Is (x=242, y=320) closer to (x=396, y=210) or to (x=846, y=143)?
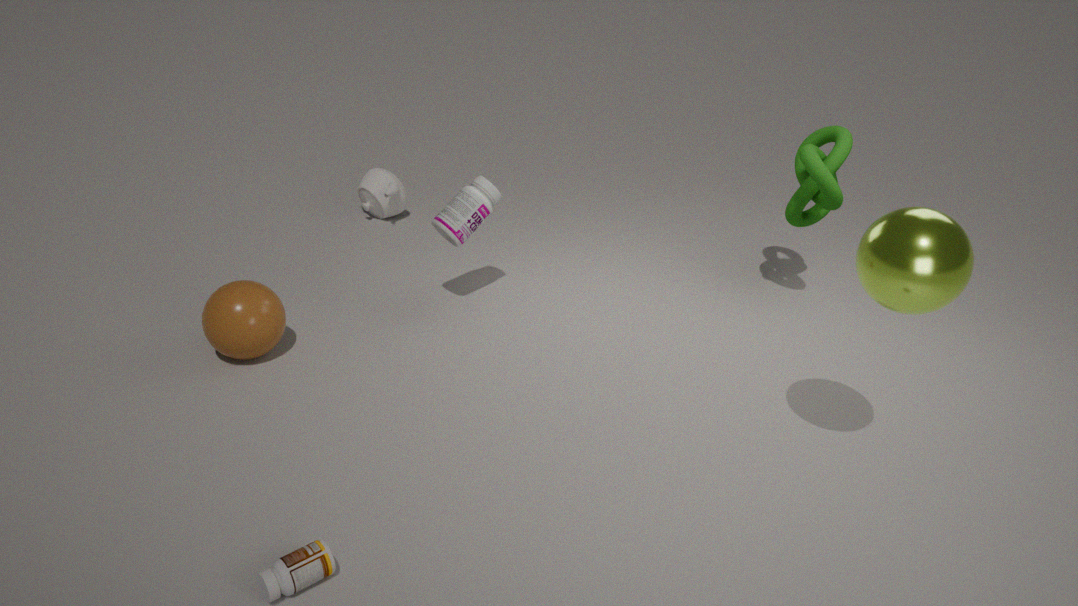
(x=396, y=210)
